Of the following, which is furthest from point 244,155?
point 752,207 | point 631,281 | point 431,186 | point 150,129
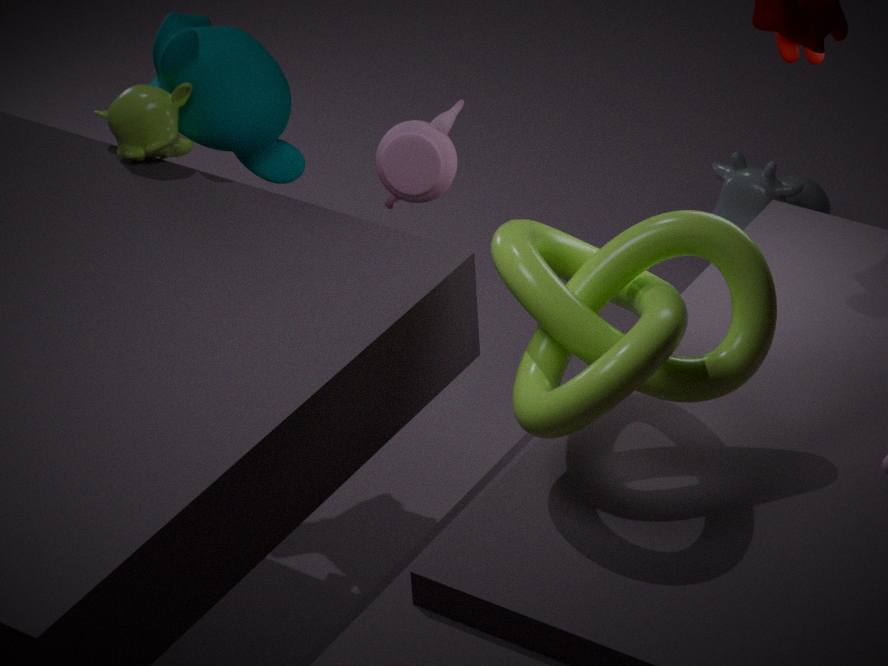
point 752,207
